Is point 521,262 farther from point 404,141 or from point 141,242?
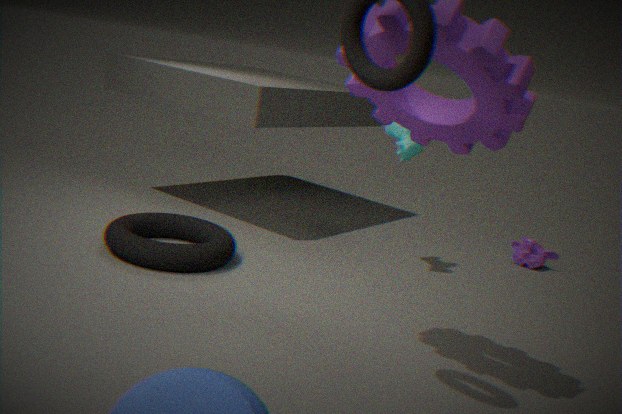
point 141,242
